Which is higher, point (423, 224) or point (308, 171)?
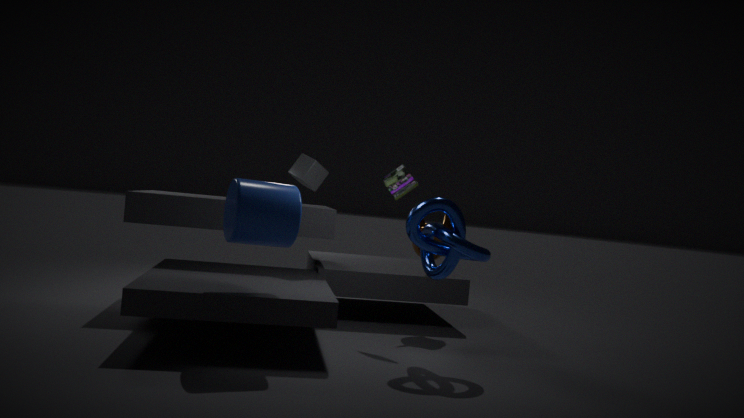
point (308, 171)
